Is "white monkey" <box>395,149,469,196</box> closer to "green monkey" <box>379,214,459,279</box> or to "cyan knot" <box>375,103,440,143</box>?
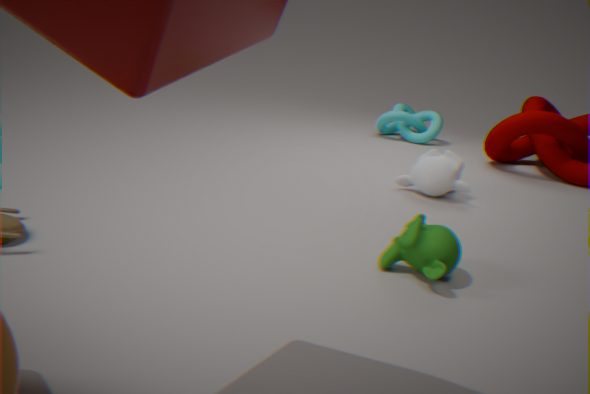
"green monkey" <box>379,214,459,279</box>
